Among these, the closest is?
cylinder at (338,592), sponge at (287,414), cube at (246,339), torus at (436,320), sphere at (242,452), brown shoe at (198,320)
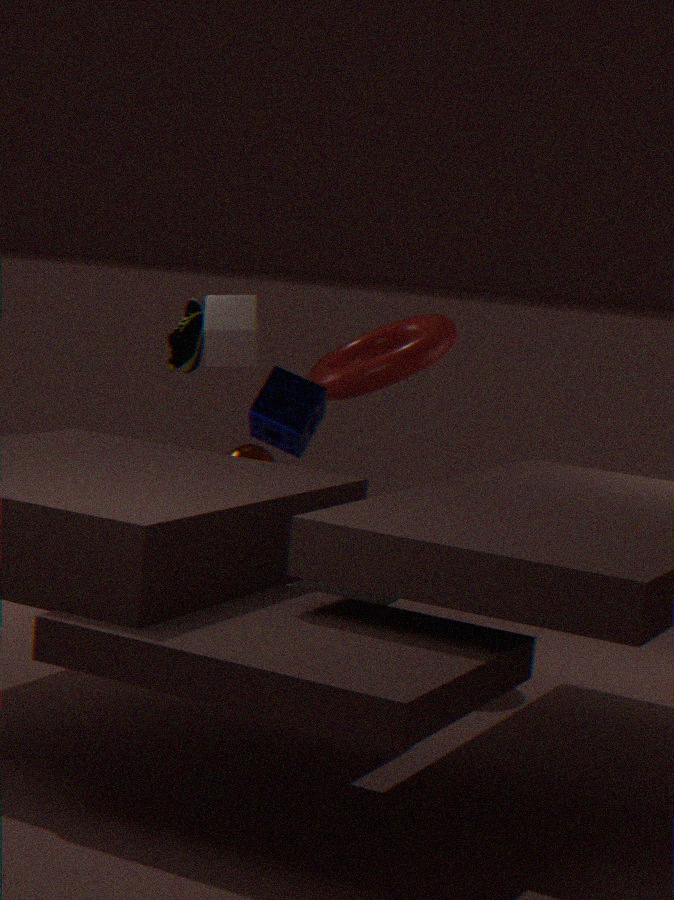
sponge at (287,414)
